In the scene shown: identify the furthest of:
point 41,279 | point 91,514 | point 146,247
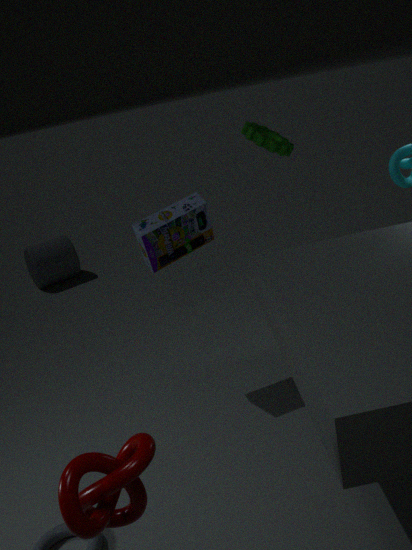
point 41,279
